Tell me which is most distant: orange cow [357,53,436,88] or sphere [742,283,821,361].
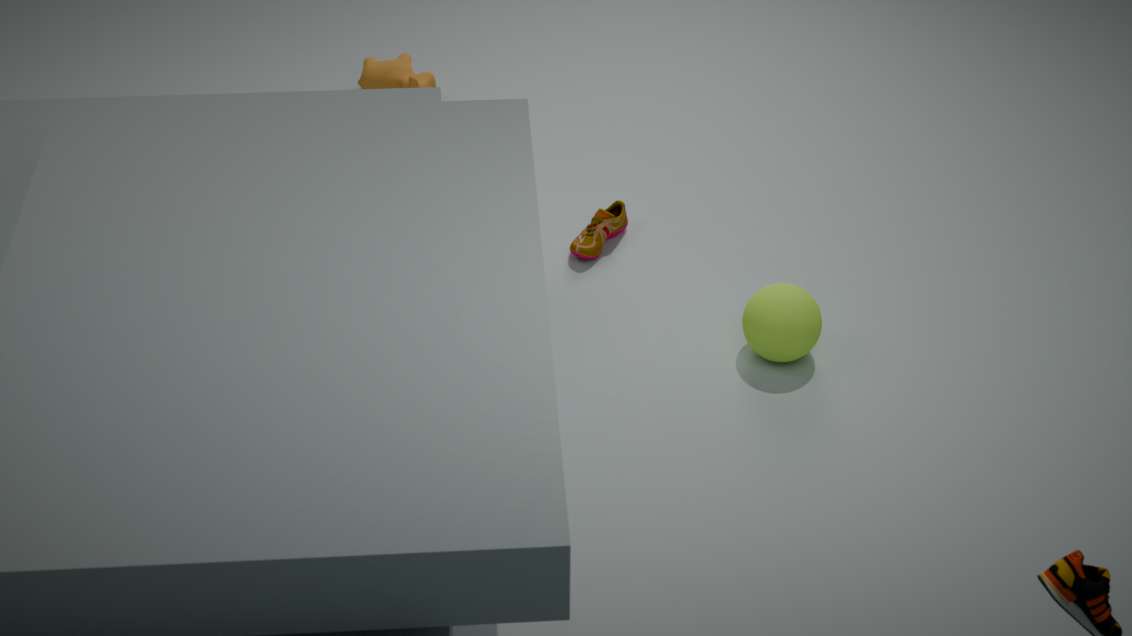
orange cow [357,53,436,88]
